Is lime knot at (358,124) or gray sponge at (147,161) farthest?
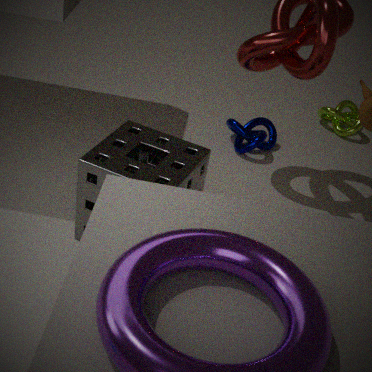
lime knot at (358,124)
